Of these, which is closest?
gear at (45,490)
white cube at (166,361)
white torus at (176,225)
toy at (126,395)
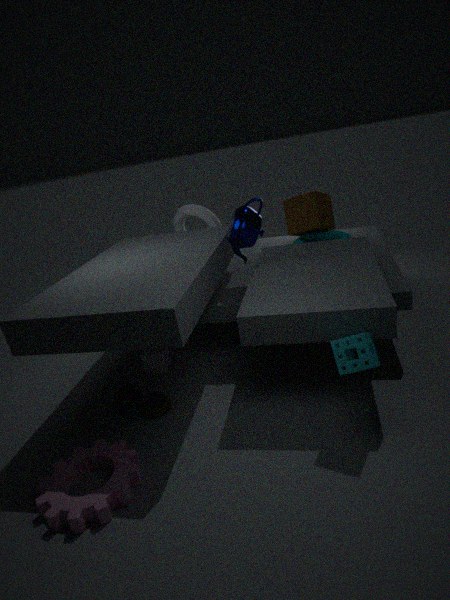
Answer: gear at (45,490)
